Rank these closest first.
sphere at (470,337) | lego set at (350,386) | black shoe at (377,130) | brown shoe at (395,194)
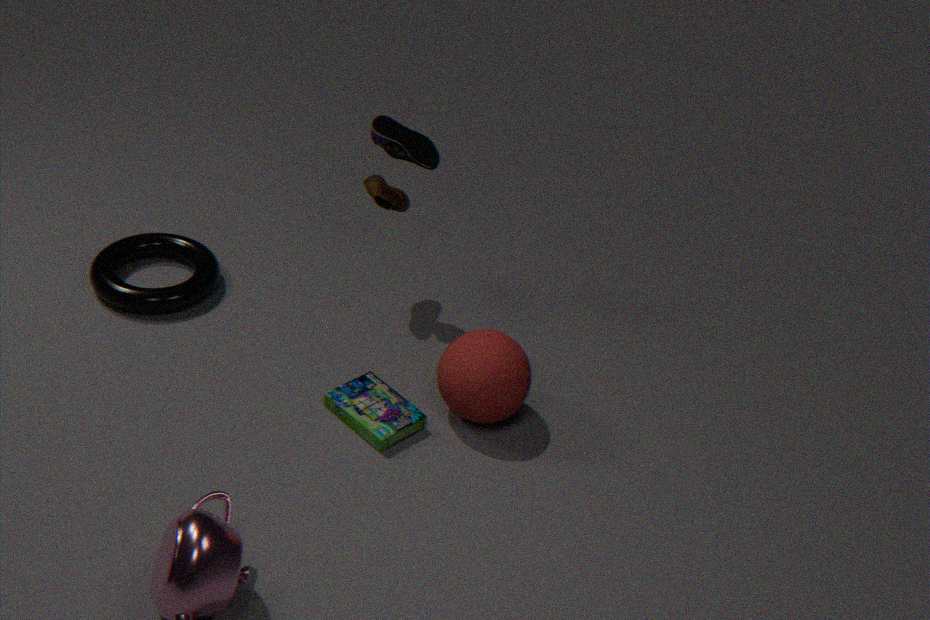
sphere at (470,337)
lego set at (350,386)
black shoe at (377,130)
brown shoe at (395,194)
